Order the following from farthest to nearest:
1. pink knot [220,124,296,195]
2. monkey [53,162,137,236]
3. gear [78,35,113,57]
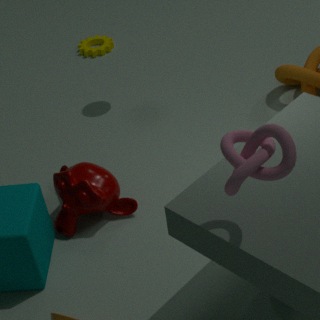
gear [78,35,113,57] → monkey [53,162,137,236] → pink knot [220,124,296,195]
